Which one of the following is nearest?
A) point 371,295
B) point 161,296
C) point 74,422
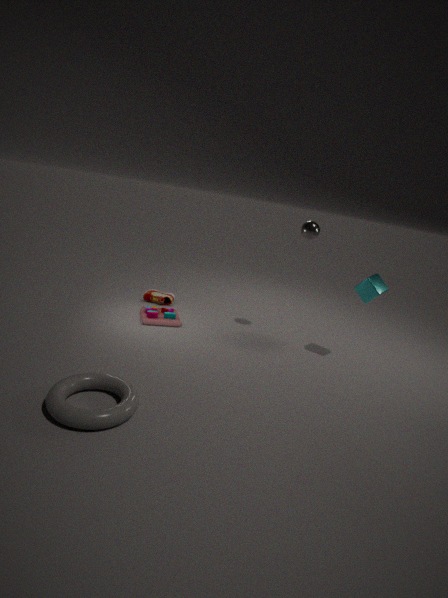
point 74,422
